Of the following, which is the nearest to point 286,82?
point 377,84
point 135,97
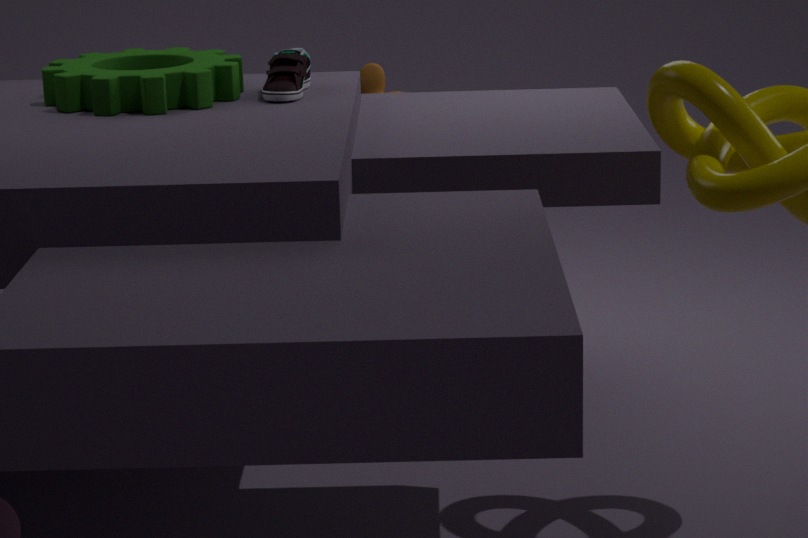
point 135,97
